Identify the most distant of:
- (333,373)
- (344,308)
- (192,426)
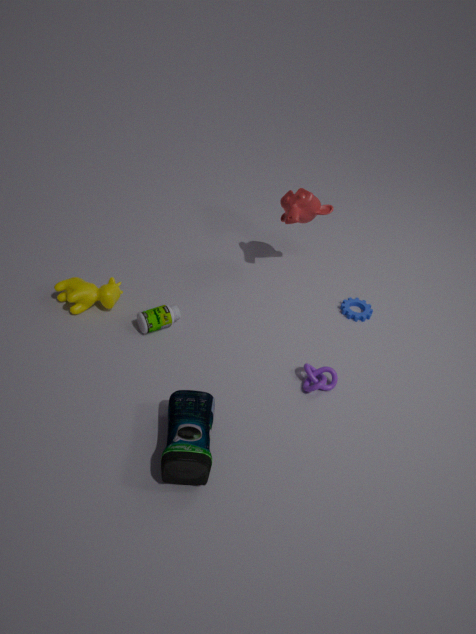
(344,308)
